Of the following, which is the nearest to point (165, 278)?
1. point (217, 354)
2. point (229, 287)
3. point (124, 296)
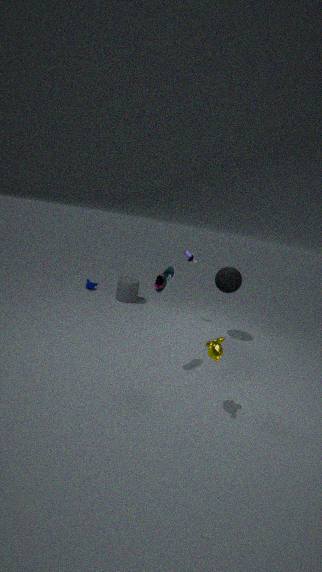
point (217, 354)
